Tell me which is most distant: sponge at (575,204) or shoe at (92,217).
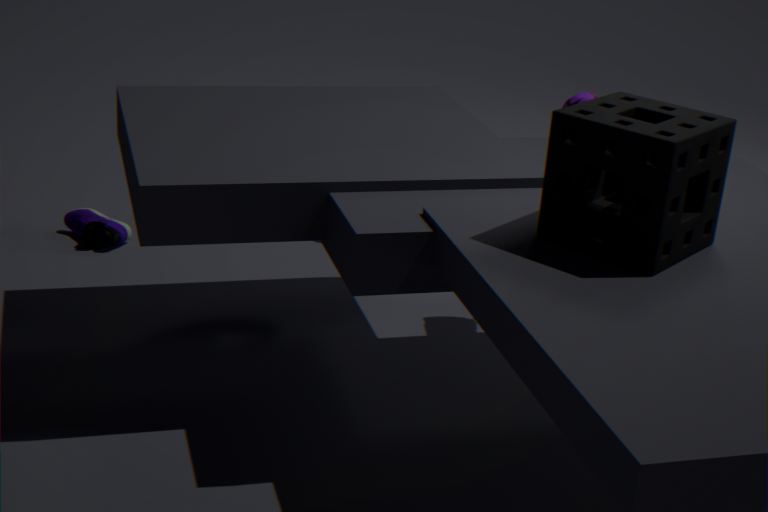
shoe at (92,217)
